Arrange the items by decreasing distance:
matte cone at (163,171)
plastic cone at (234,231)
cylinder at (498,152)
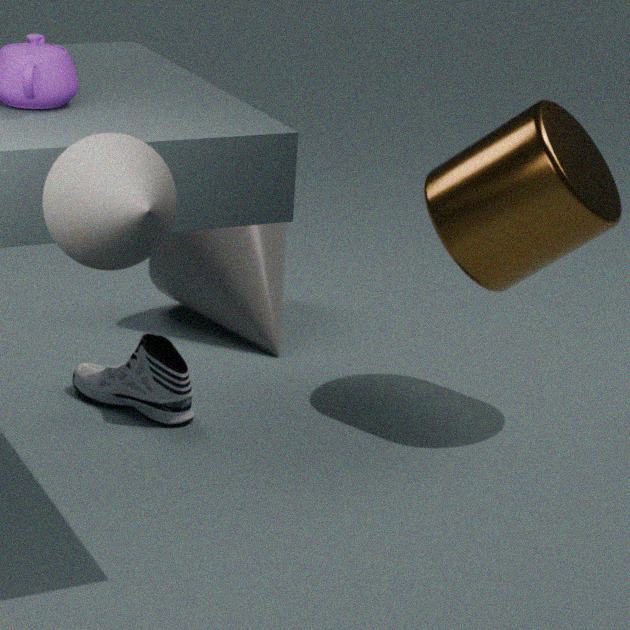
plastic cone at (234,231) → cylinder at (498,152) → matte cone at (163,171)
